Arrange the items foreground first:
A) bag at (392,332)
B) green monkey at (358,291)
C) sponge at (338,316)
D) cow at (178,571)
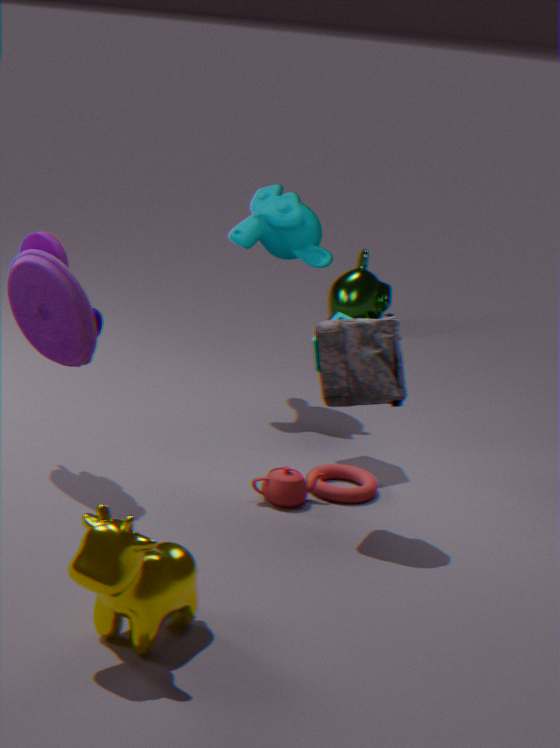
cow at (178,571) → bag at (392,332) → sponge at (338,316) → green monkey at (358,291)
